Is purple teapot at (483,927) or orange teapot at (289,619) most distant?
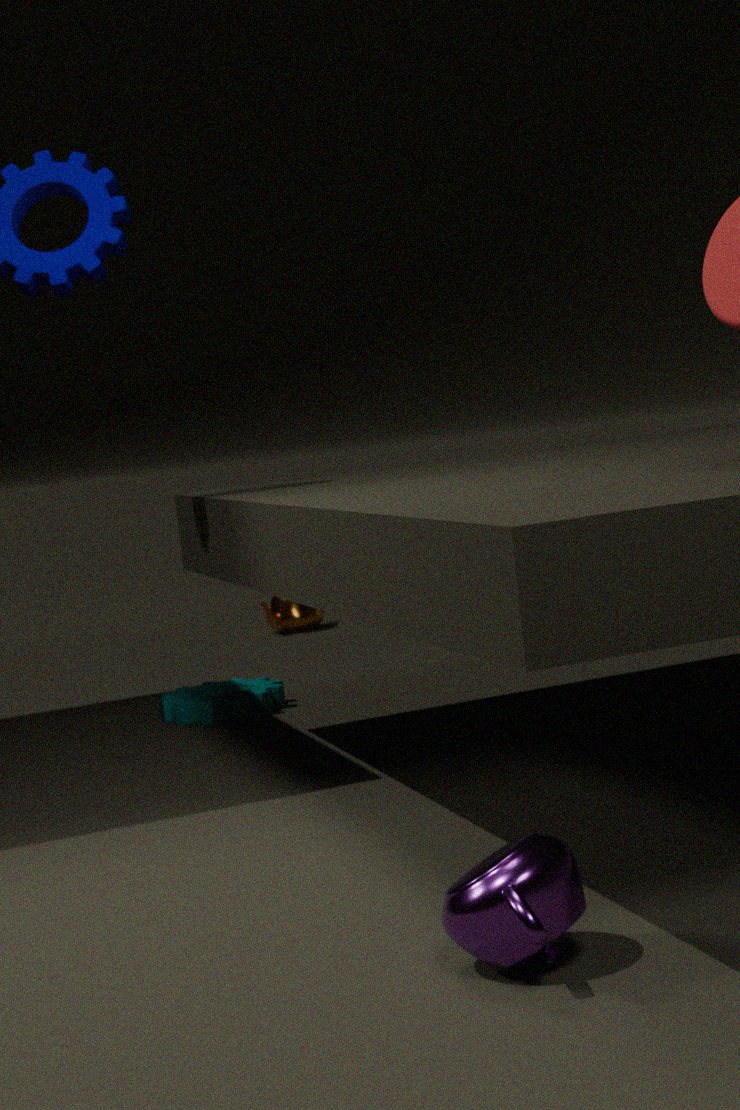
orange teapot at (289,619)
